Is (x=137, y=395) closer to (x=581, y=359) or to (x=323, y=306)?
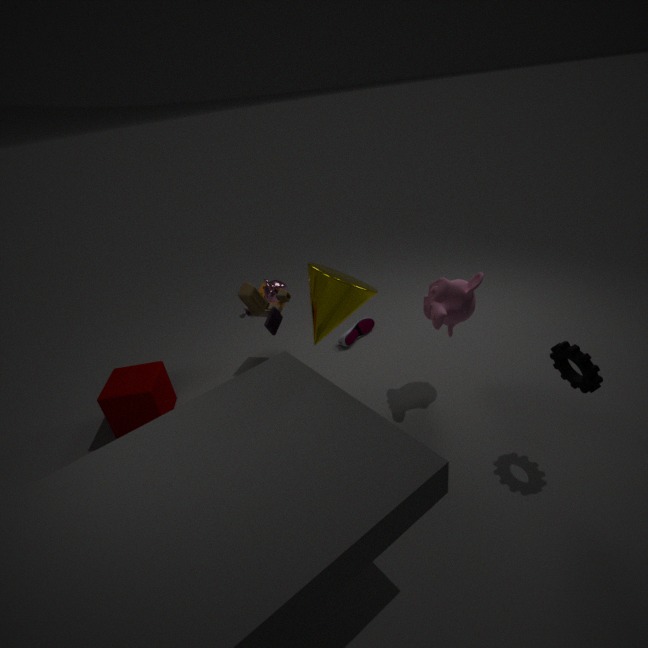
(x=323, y=306)
